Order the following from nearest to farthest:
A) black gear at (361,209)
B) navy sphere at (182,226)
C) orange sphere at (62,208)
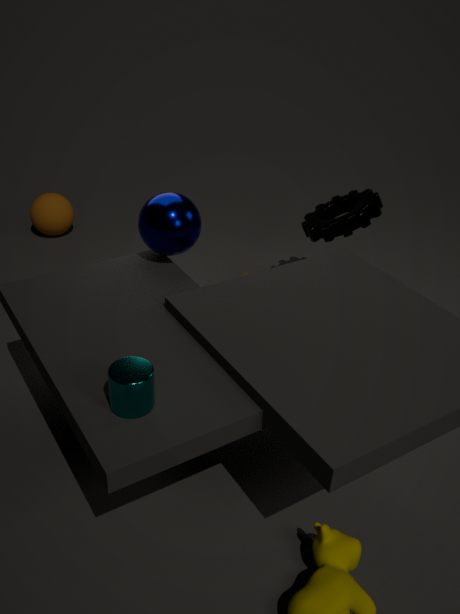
navy sphere at (182,226) → black gear at (361,209) → orange sphere at (62,208)
